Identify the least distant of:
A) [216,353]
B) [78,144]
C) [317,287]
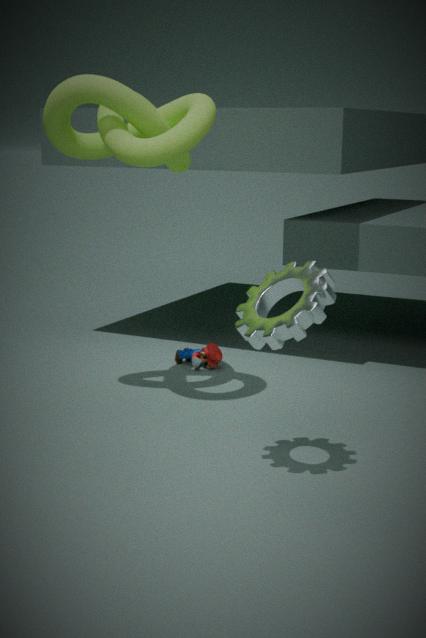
[317,287]
